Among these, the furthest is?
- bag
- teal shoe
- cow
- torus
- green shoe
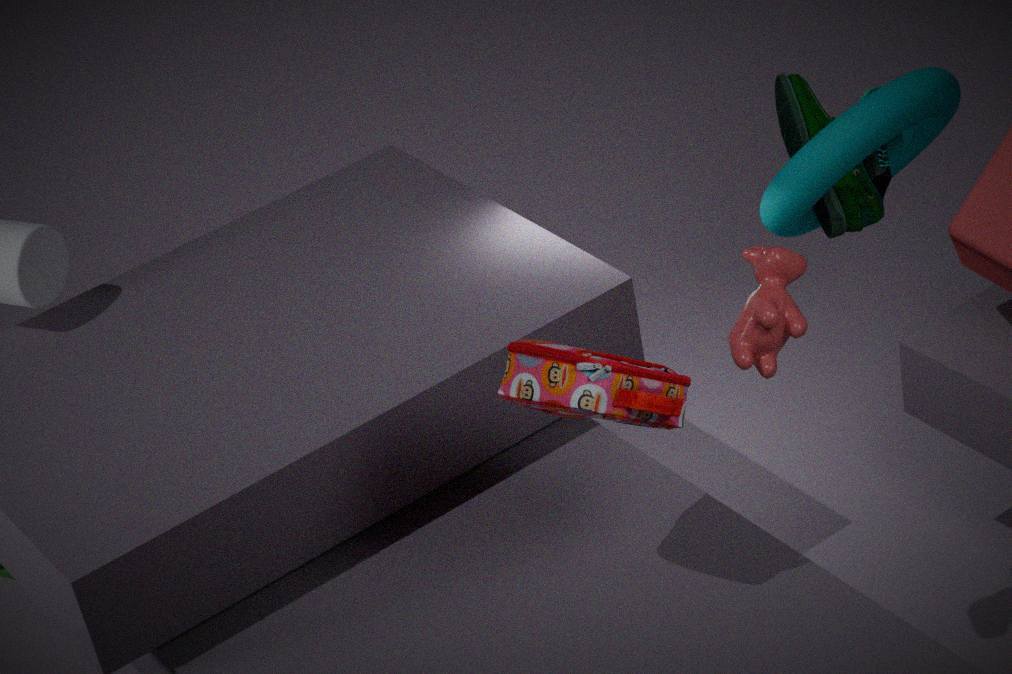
teal shoe
